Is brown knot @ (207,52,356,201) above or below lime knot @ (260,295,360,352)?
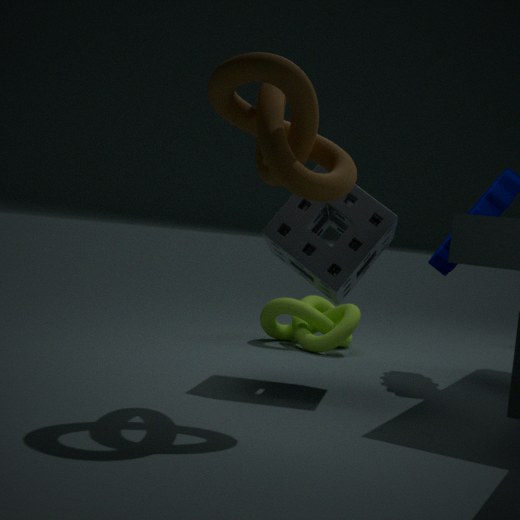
above
